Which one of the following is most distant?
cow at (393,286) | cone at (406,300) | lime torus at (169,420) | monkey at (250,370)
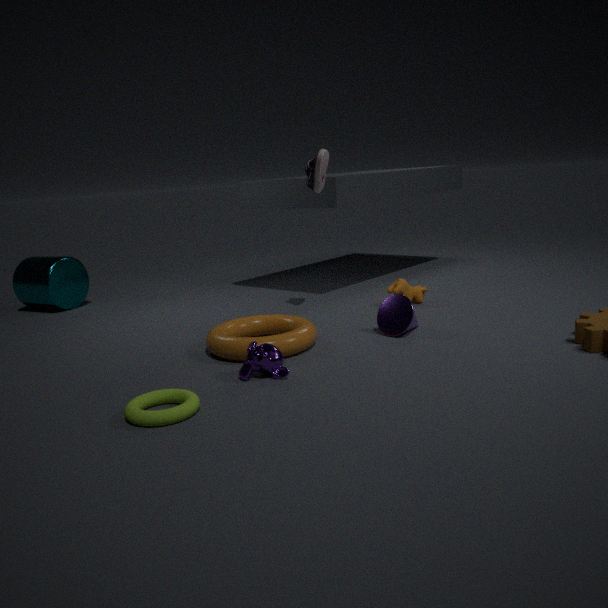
cow at (393,286)
